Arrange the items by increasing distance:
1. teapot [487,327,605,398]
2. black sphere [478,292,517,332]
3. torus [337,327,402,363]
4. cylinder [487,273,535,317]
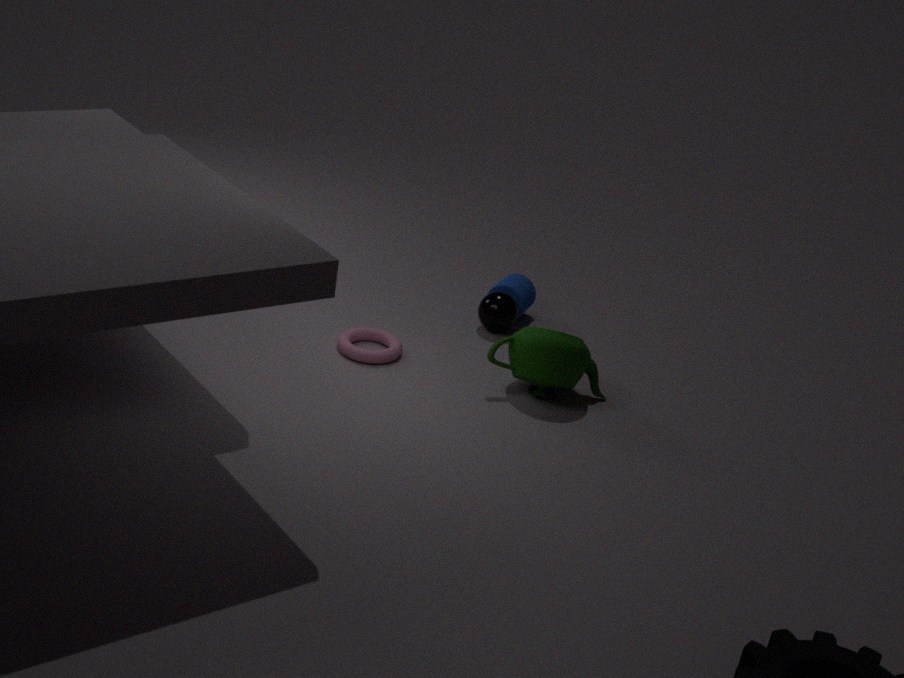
1. teapot [487,327,605,398]
2. torus [337,327,402,363]
3. black sphere [478,292,517,332]
4. cylinder [487,273,535,317]
